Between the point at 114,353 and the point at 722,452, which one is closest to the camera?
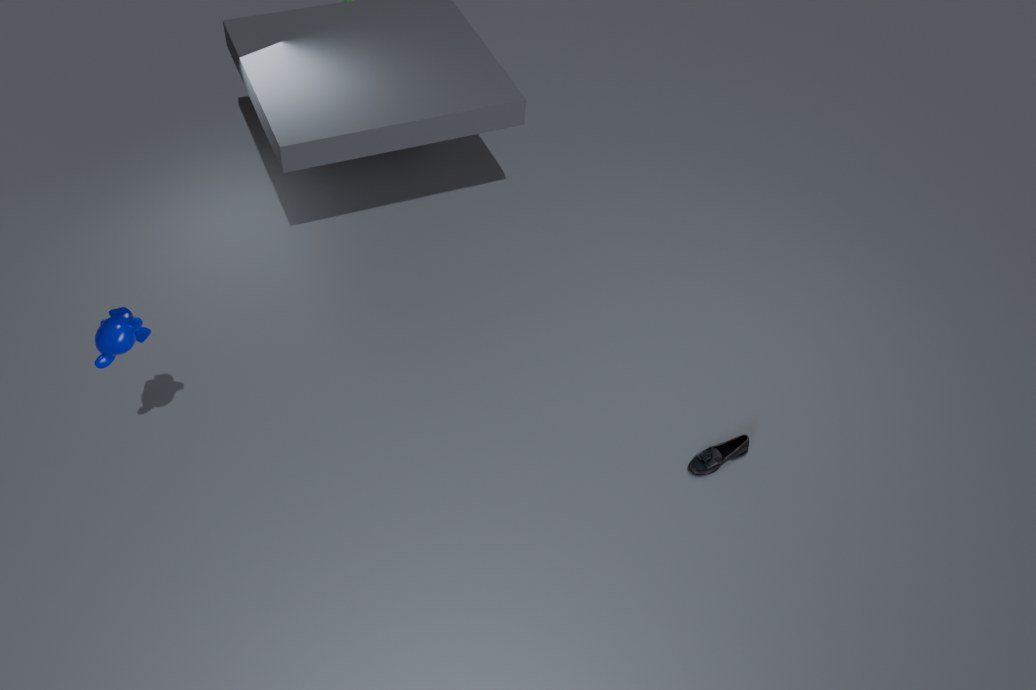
the point at 114,353
